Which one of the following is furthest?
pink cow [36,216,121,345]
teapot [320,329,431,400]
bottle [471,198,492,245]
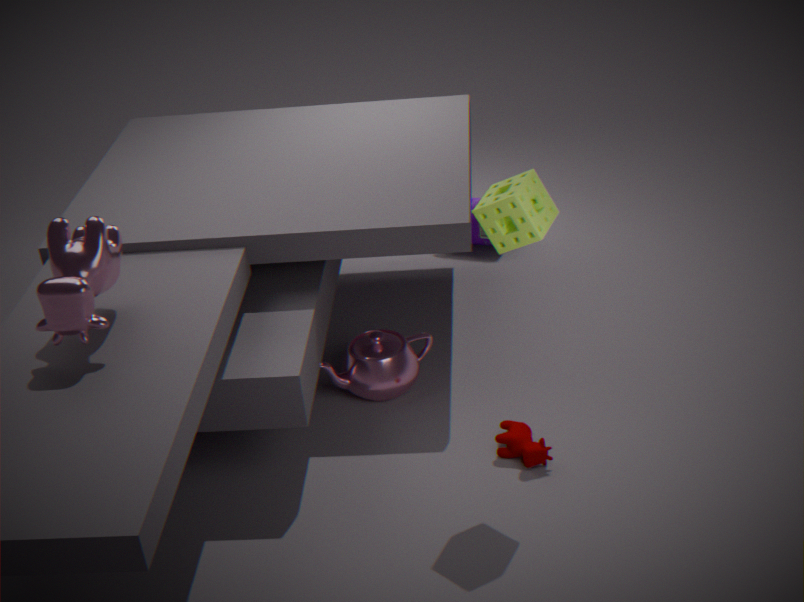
bottle [471,198,492,245]
